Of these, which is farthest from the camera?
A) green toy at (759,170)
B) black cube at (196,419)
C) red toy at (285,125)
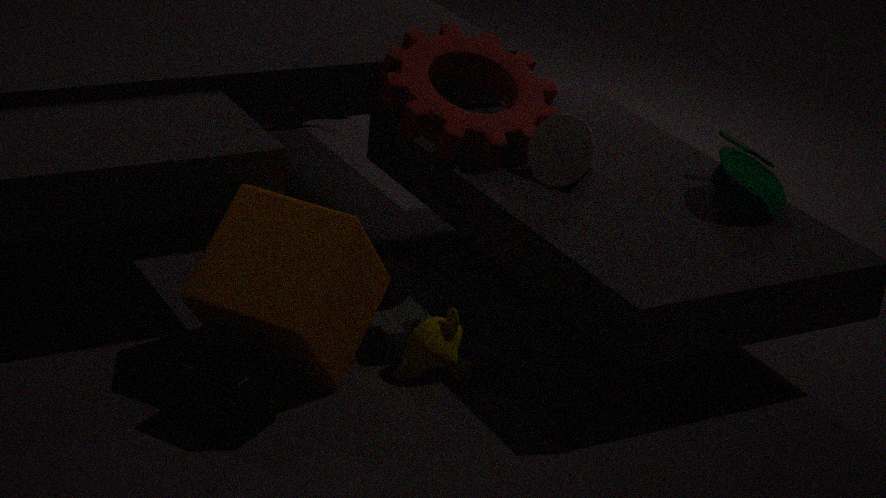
red toy at (285,125)
